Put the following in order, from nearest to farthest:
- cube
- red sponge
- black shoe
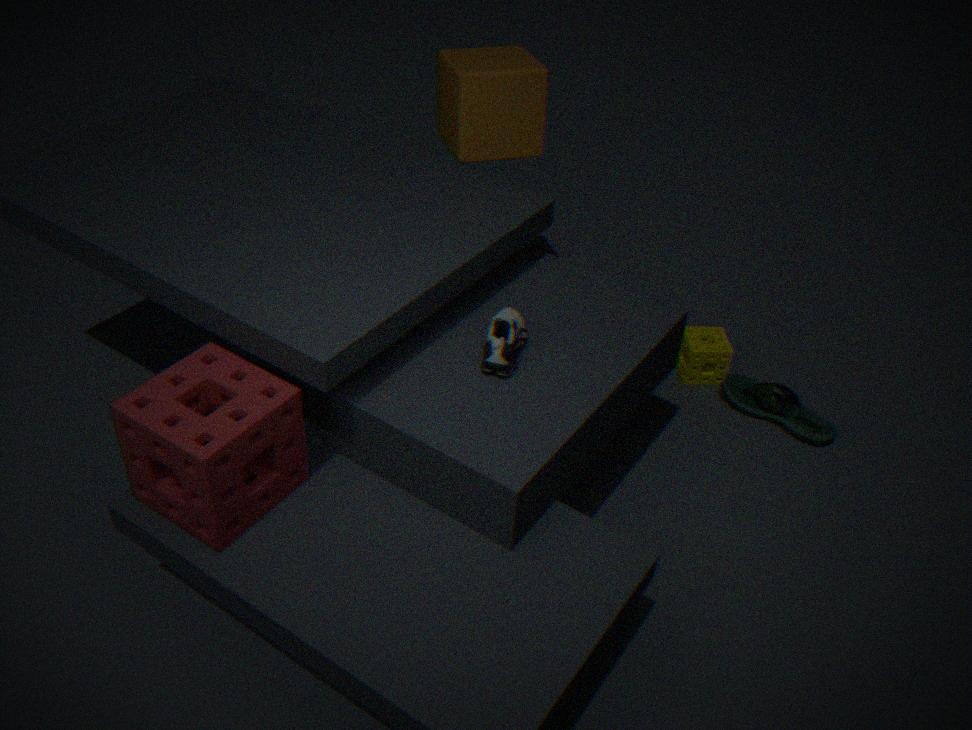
1. red sponge
2. black shoe
3. cube
